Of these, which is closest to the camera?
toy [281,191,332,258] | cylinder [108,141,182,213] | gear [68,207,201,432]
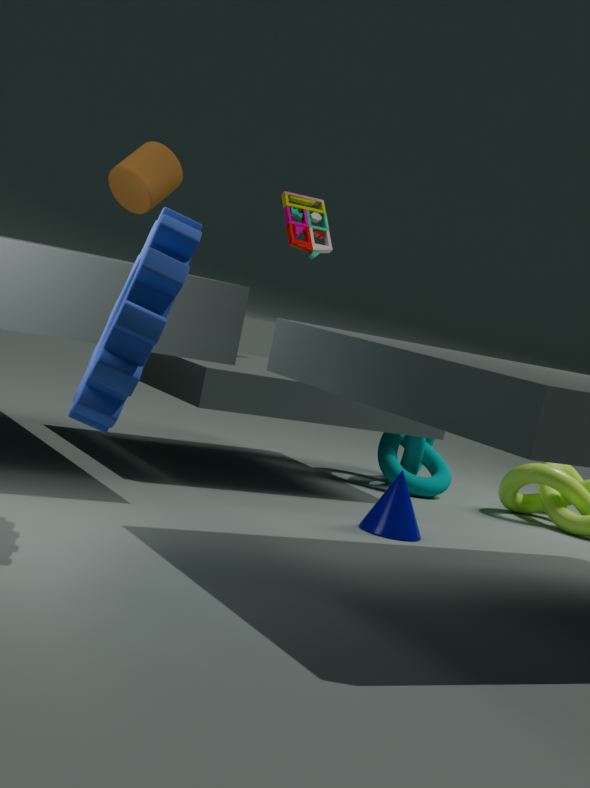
gear [68,207,201,432]
